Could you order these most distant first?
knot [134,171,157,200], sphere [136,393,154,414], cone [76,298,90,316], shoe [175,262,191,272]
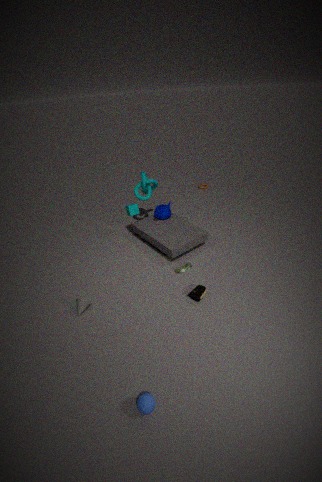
knot [134,171,157,200] → shoe [175,262,191,272] → cone [76,298,90,316] → sphere [136,393,154,414]
